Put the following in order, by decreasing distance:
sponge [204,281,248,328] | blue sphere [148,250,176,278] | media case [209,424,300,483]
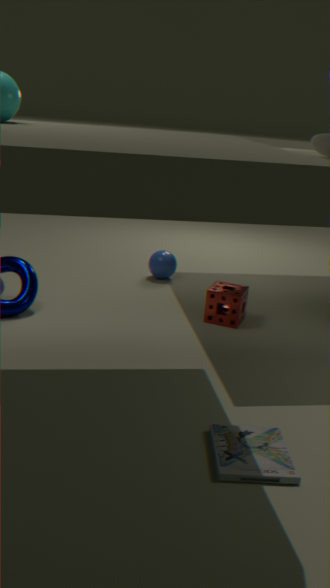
blue sphere [148,250,176,278]
sponge [204,281,248,328]
media case [209,424,300,483]
